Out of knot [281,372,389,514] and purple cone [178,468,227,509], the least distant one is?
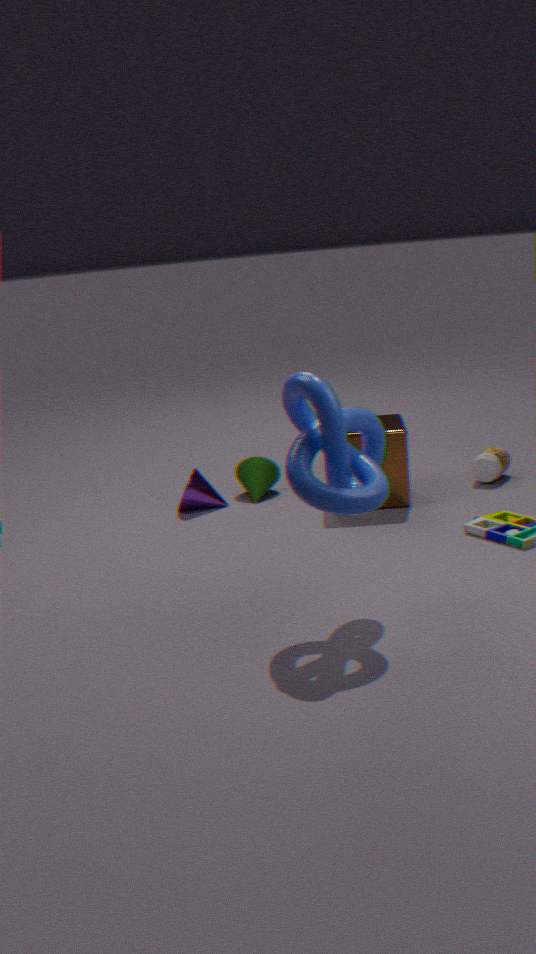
knot [281,372,389,514]
